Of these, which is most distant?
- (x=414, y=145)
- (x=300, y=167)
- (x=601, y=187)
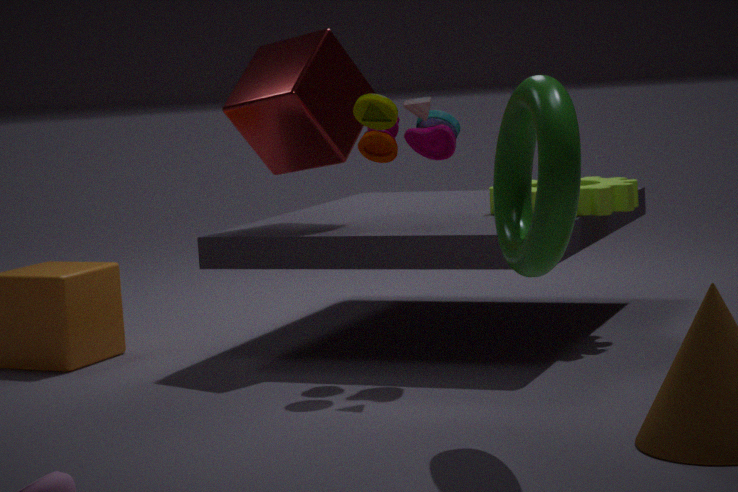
(x=300, y=167)
